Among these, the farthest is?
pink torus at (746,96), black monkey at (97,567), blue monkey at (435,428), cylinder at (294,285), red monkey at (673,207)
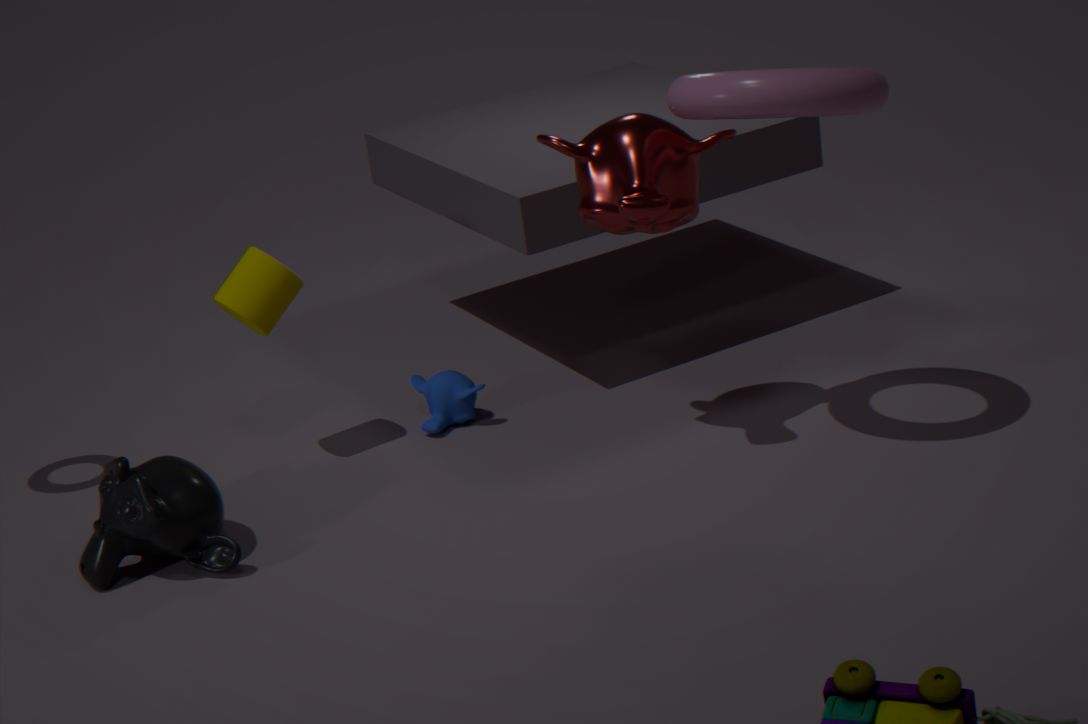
blue monkey at (435,428)
